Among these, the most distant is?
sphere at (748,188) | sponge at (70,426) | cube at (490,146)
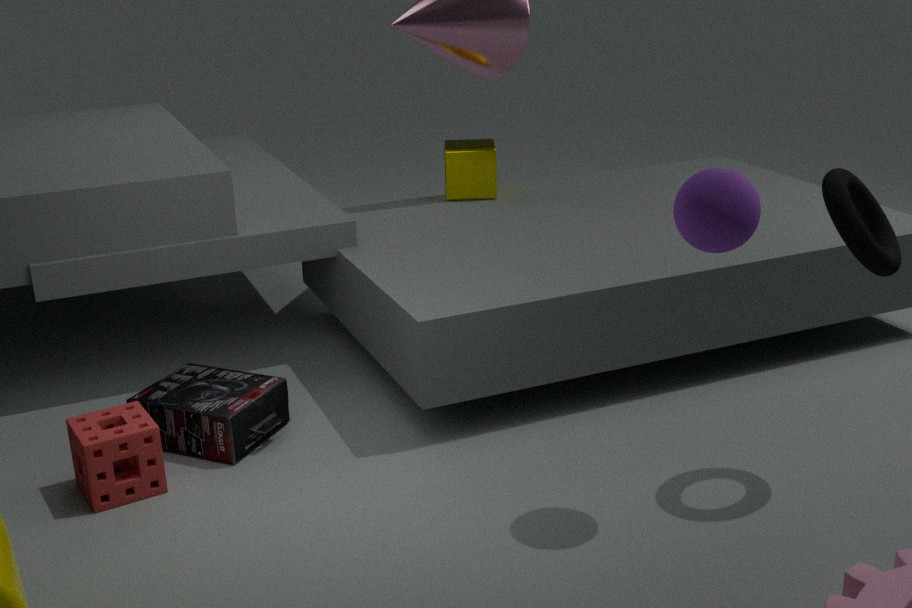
cube at (490,146)
